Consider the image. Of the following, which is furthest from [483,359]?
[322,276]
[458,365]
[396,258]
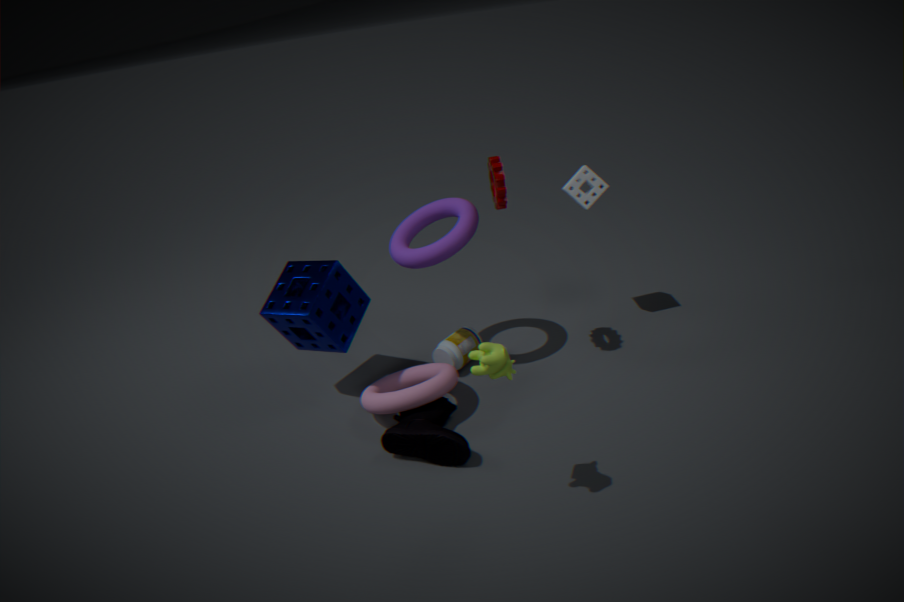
[322,276]
